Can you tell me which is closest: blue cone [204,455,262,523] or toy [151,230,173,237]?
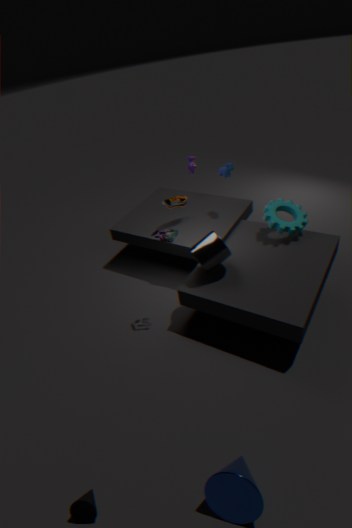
blue cone [204,455,262,523]
